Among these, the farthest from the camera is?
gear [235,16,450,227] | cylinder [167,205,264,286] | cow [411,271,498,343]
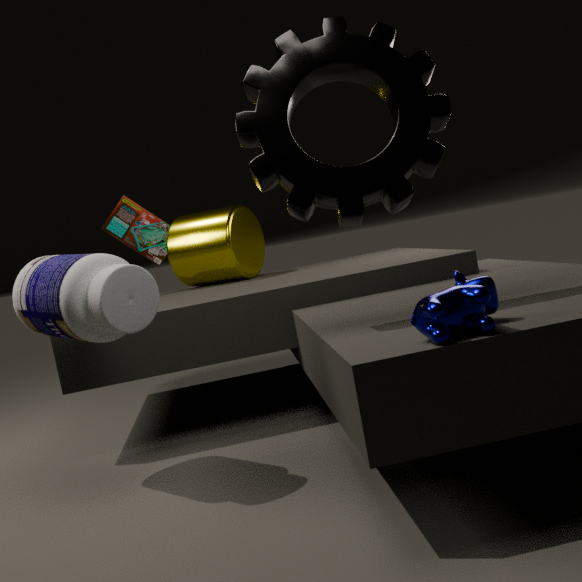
cylinder [167,205,264,286]
